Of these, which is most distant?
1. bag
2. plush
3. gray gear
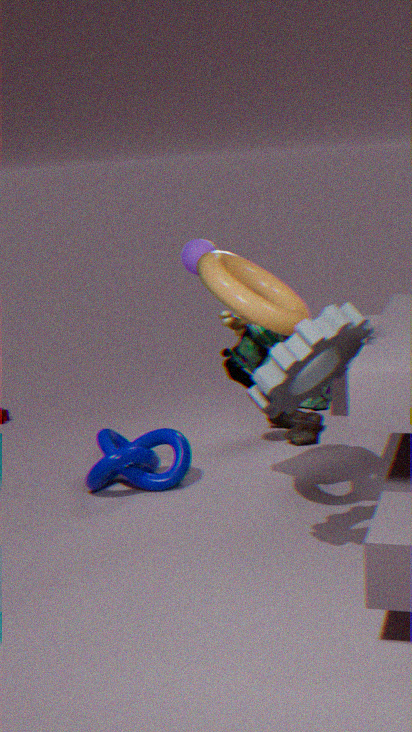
plush
